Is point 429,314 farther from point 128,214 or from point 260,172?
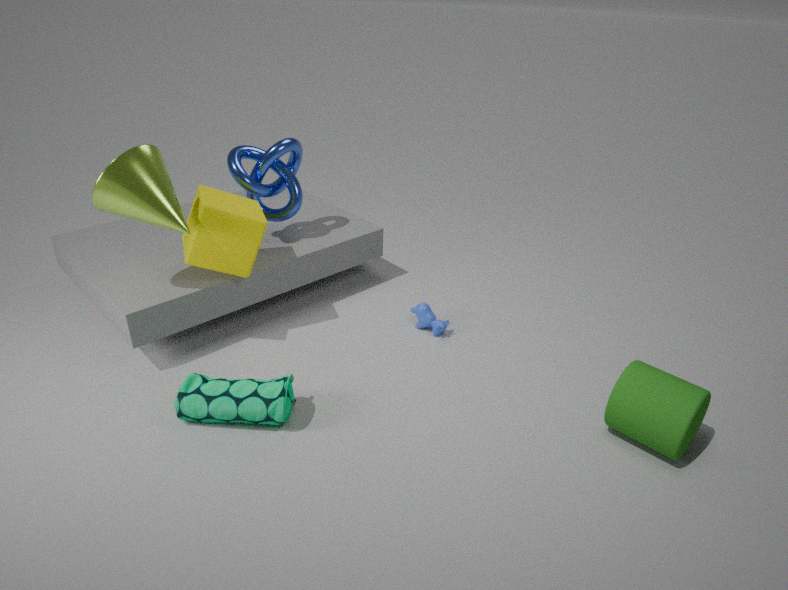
point 128,214
